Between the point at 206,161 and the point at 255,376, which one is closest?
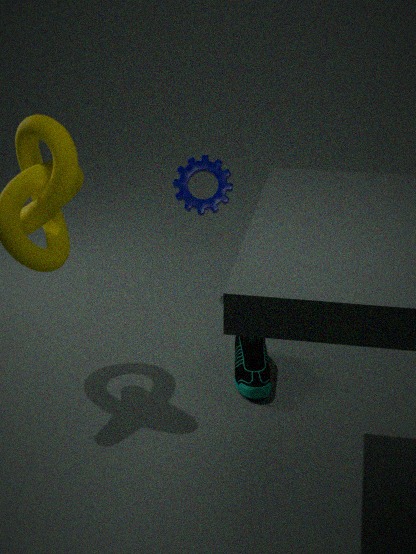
the point at 255,376
